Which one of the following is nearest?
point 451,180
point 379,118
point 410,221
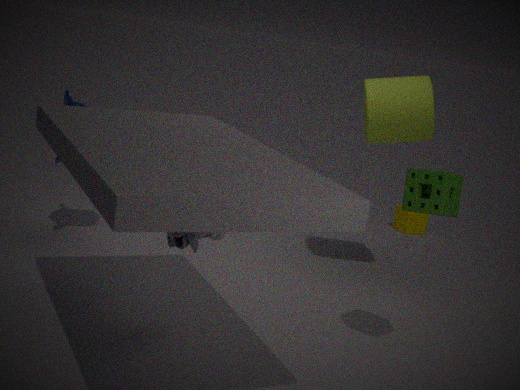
point 451,180
